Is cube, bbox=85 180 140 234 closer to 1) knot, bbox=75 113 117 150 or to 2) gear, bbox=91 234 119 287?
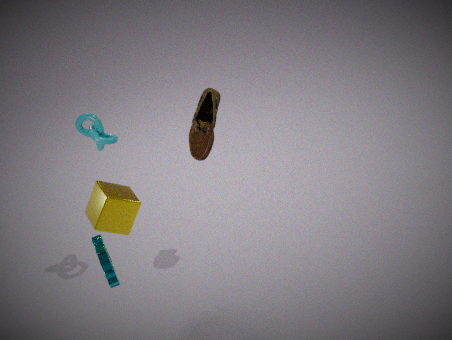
2) gear, bbox=91 234 119 287
